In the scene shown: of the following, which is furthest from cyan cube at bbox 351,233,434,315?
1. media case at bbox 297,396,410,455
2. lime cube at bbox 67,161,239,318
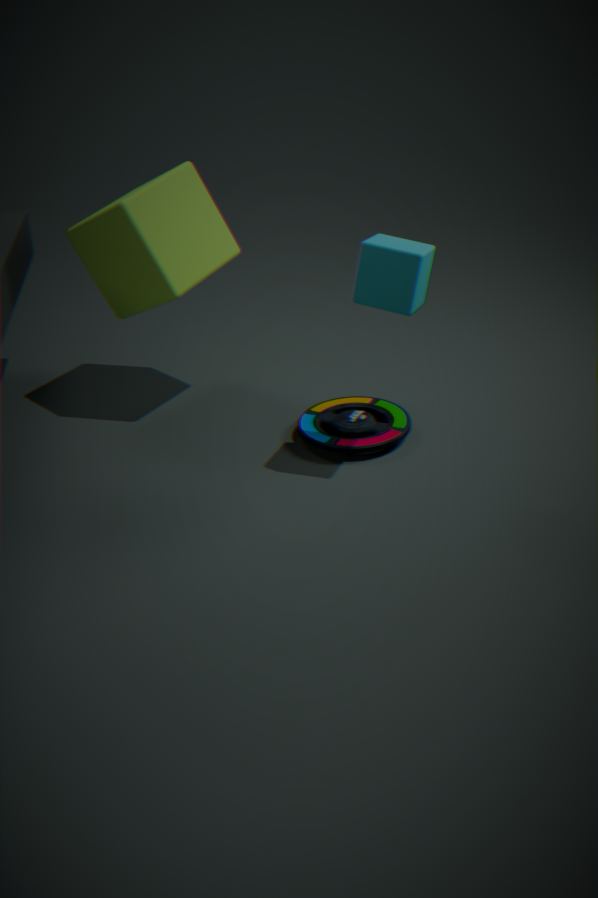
lime cube at bbox 67,161,239,318
